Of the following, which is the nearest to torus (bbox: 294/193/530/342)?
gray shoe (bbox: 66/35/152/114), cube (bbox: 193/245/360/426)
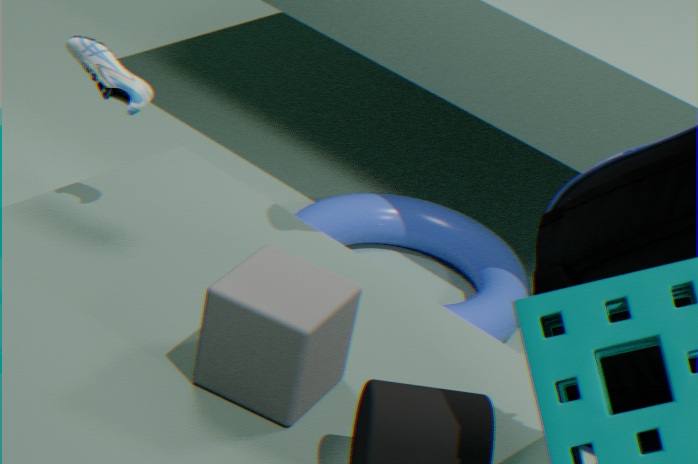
cube (bbox: 193/245/360/426)
